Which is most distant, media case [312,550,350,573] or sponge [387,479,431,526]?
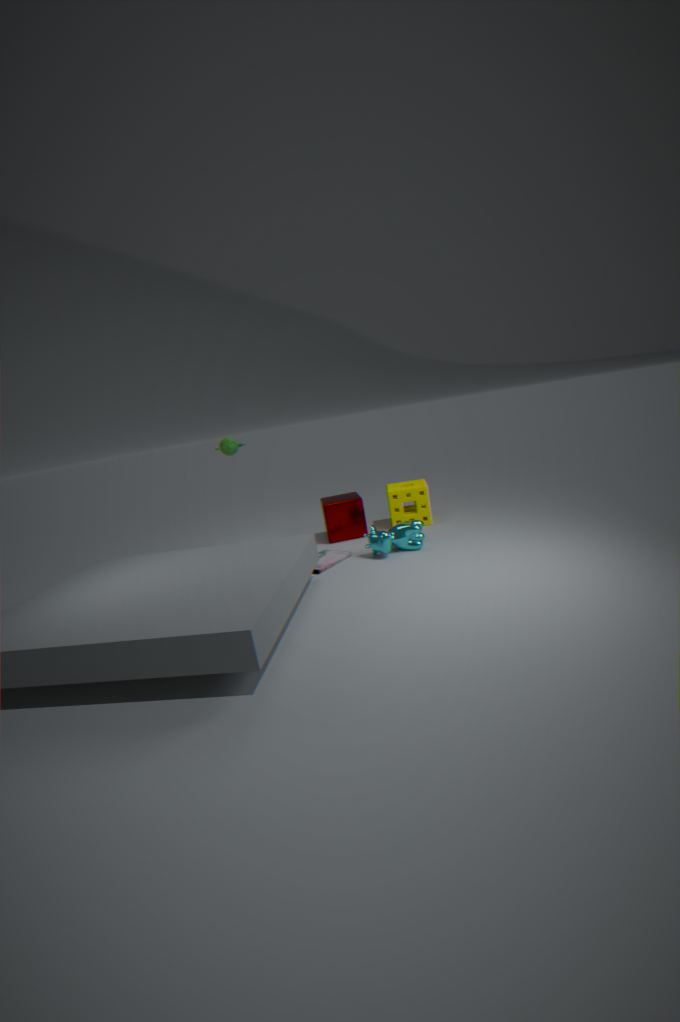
sponge [387,479,431,526]
